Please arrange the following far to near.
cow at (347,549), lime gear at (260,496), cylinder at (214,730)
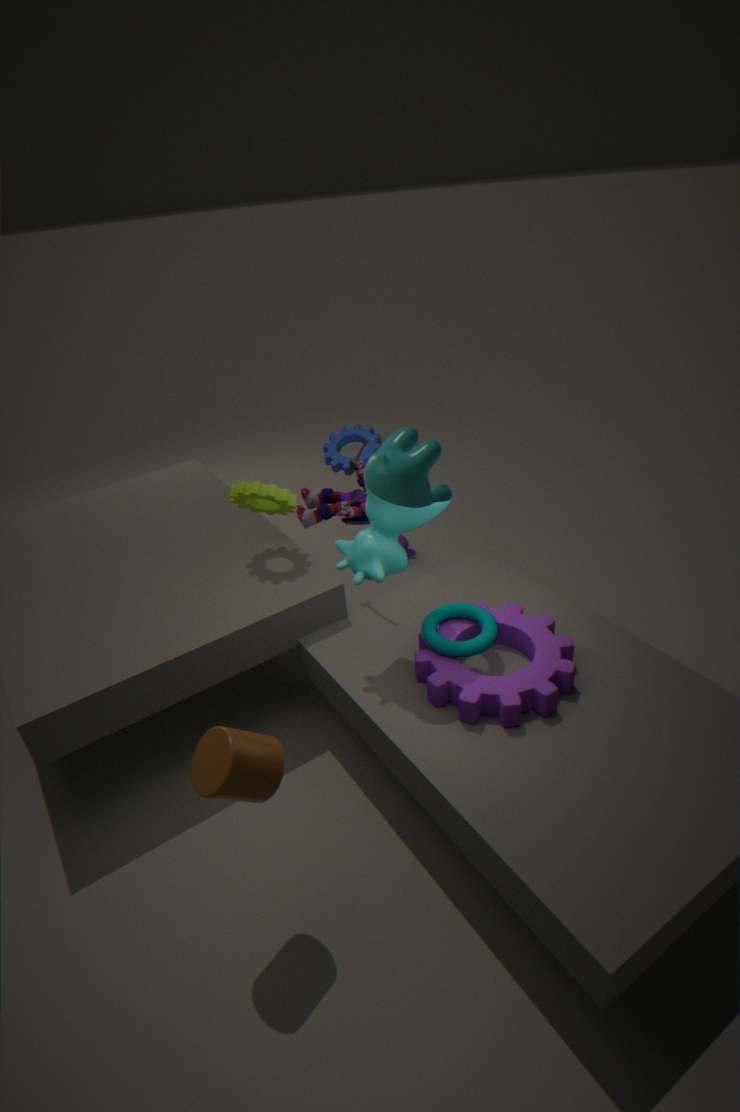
lime gear at (260,496) → cow at (347,549) → cylinder at (214,730)
